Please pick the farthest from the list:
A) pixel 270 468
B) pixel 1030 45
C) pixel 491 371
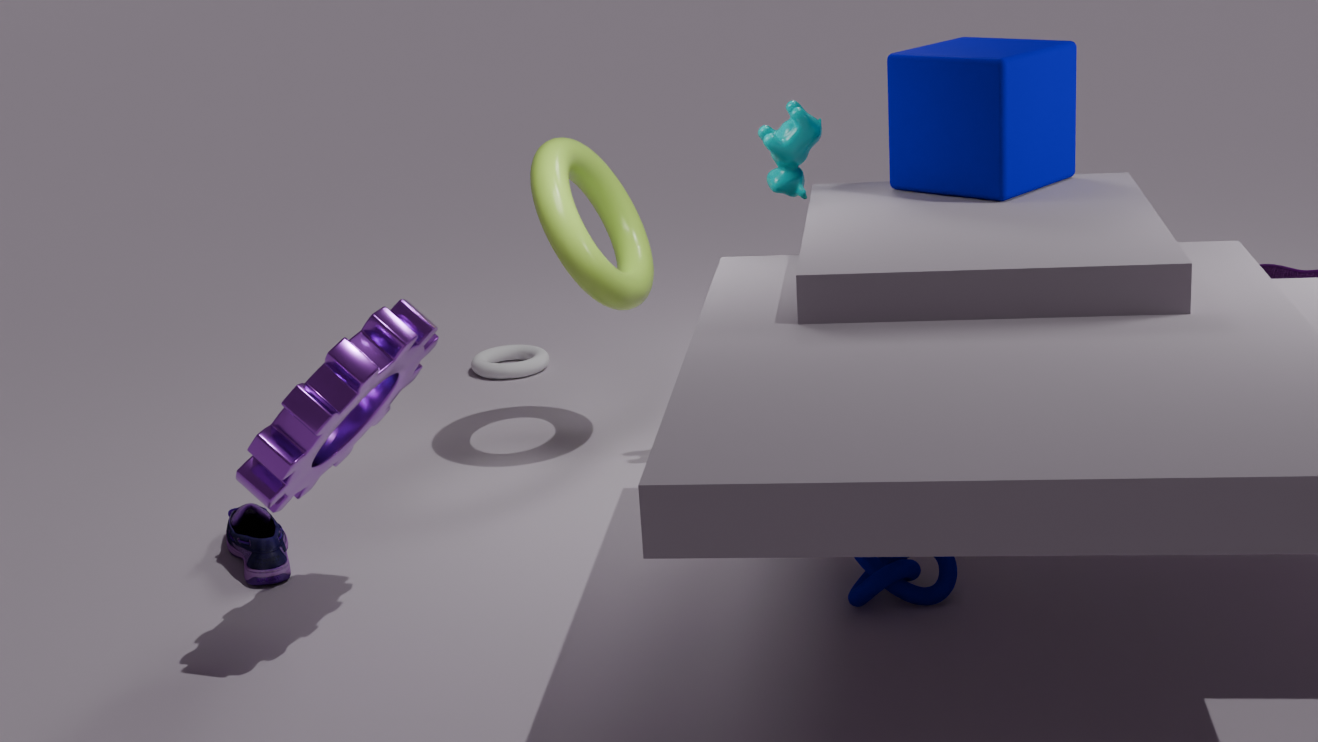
pixel 491 371
